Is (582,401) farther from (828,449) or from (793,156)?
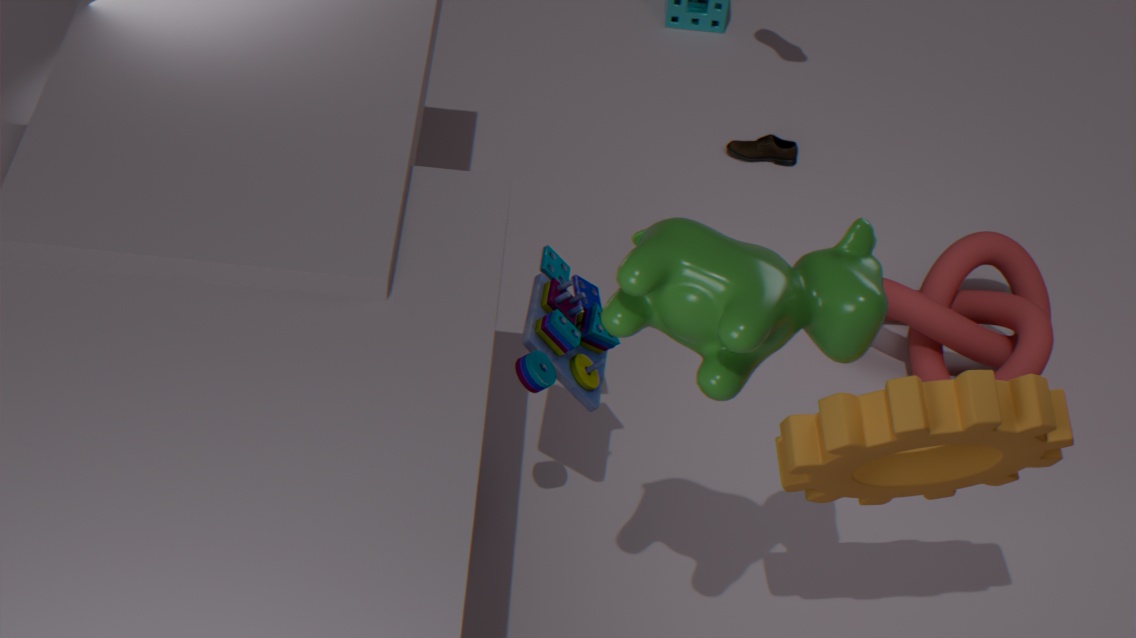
(793,156)
